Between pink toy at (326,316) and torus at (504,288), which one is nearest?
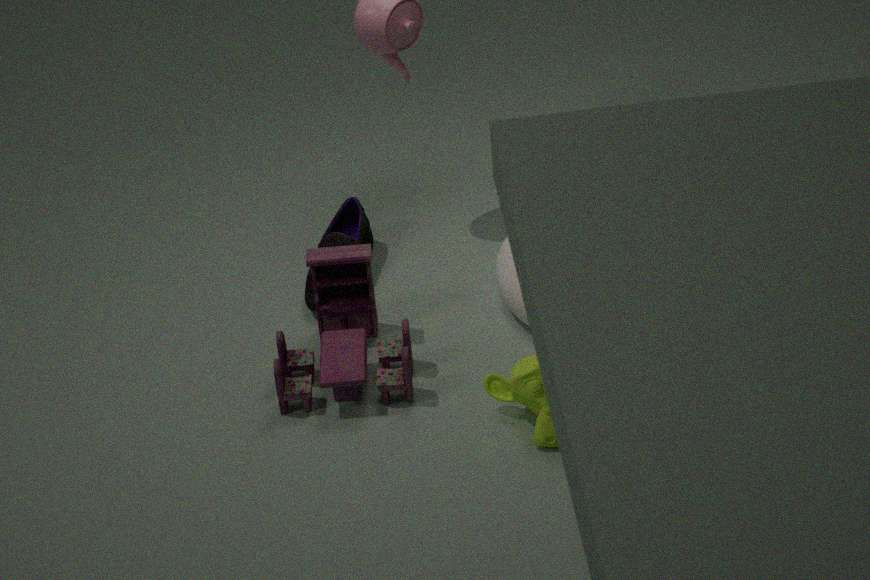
pink toy at (326,316)
